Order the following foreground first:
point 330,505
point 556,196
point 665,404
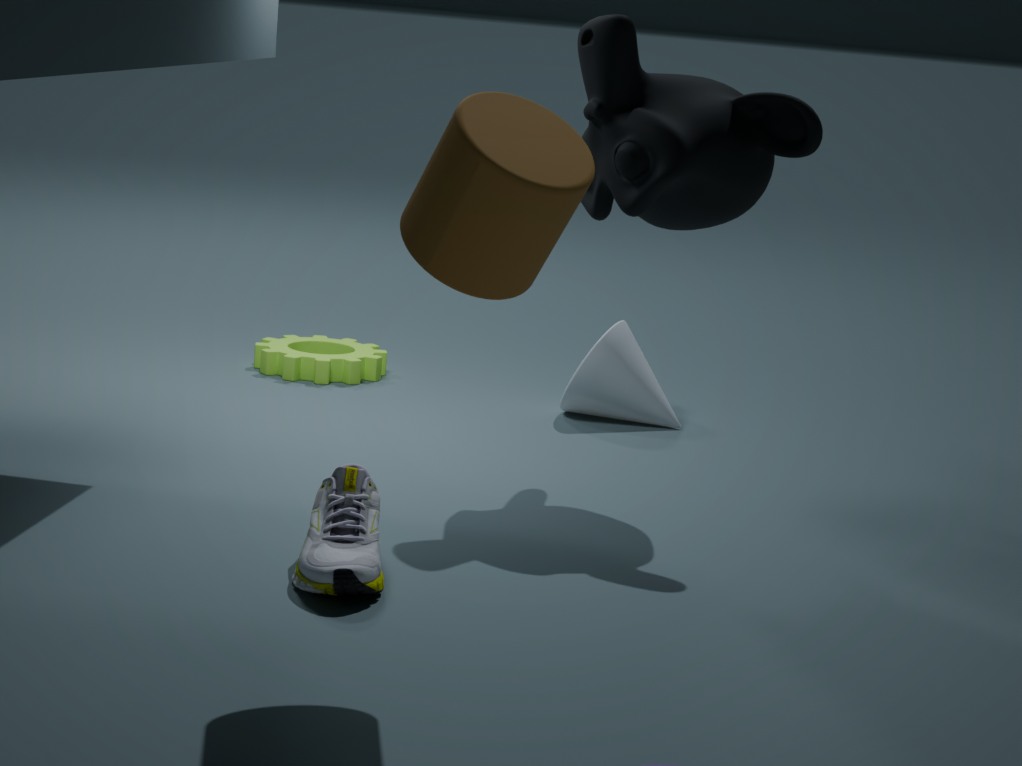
1. point 556,196
2. point 330,505
3. point 665,404
